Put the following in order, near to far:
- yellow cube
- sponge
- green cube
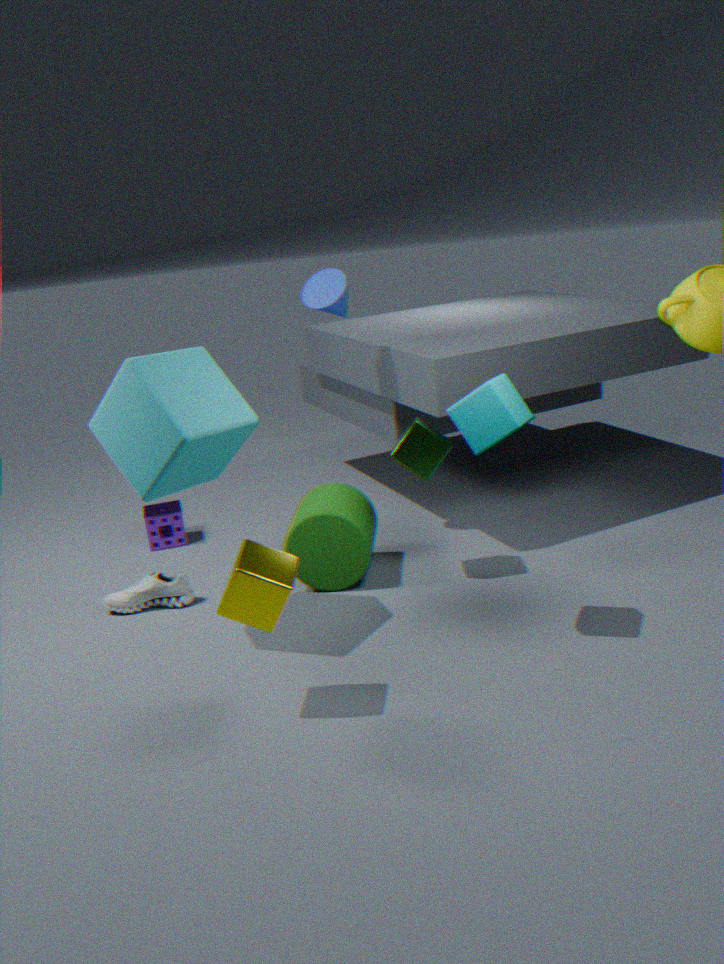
yellow cube, green cube, sponge
